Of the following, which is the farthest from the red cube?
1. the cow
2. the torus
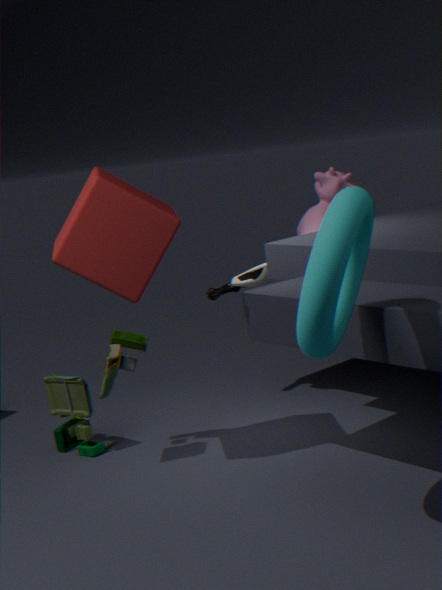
the cow
